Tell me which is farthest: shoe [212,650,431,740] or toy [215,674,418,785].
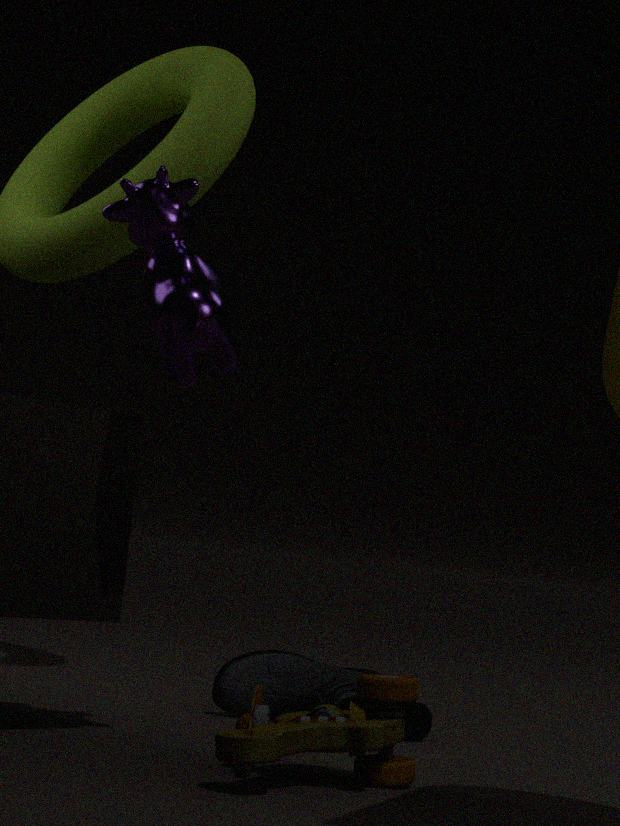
shoe [212,650,431,740]
